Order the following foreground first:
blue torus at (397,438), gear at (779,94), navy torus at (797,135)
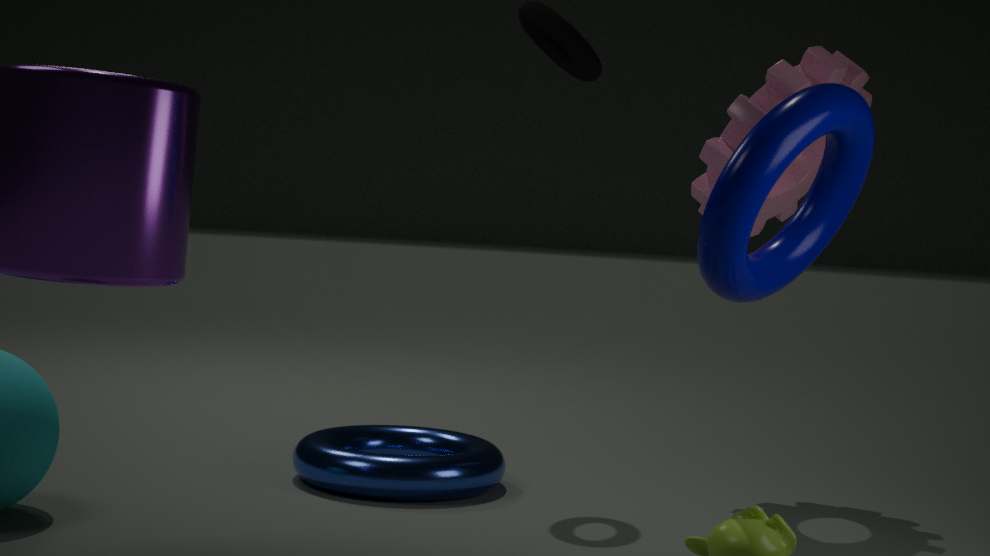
1. navy torus at (797,135)
2. blue torus at (397,438)
3. gear at (779,94)
